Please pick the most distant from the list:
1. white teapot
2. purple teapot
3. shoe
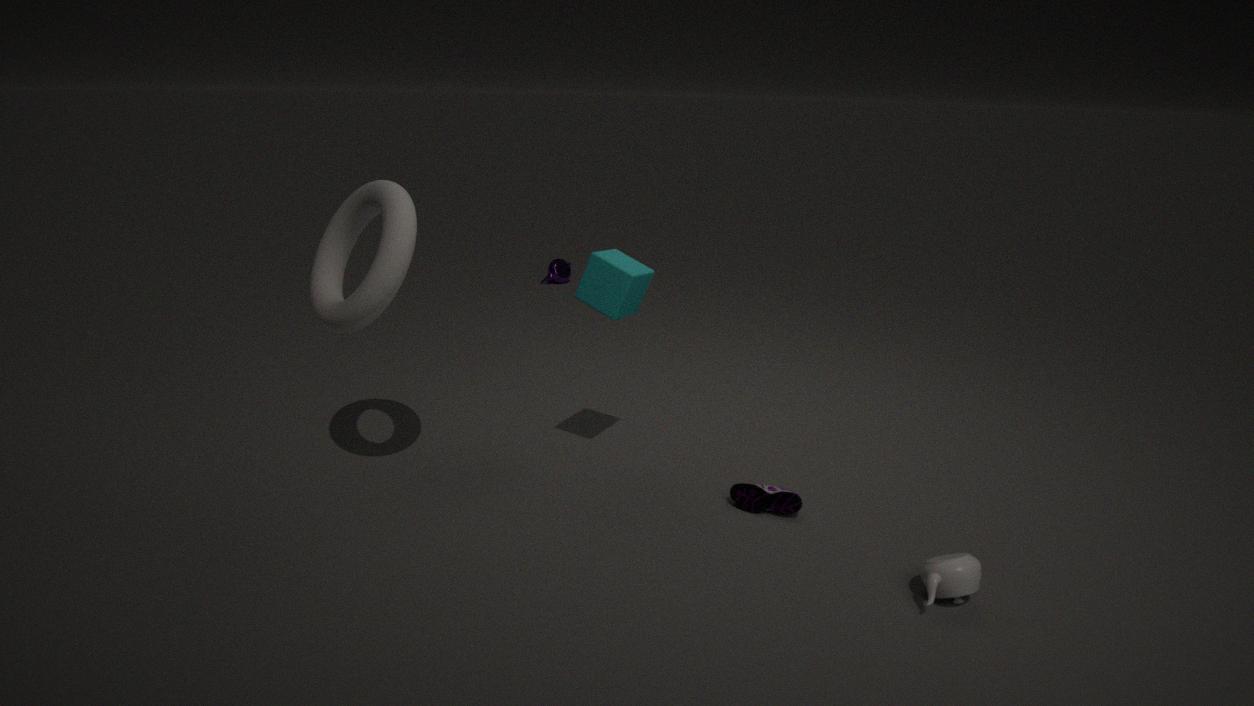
purple teapot
